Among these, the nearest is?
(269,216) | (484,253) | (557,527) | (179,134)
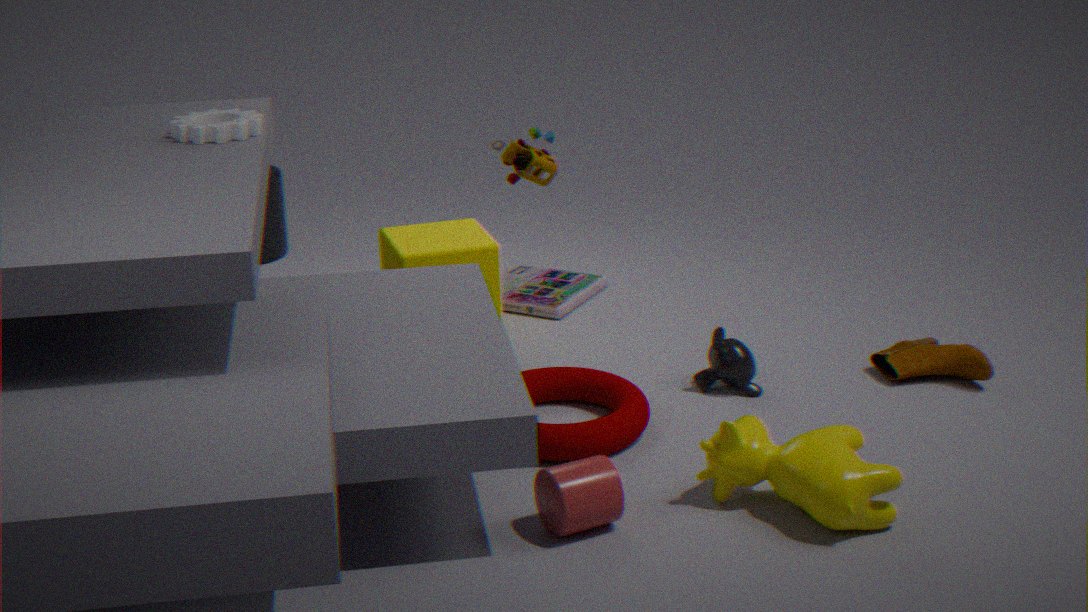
(557,527)
